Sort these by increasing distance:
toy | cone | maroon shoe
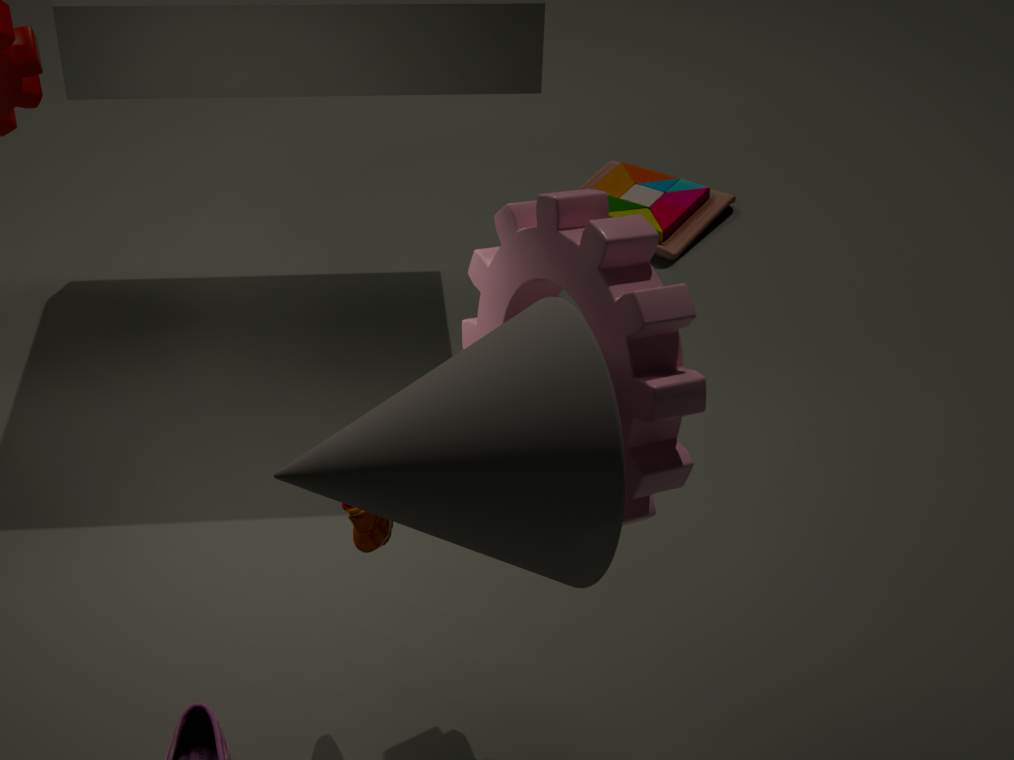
cone, maroon shoe, toy
